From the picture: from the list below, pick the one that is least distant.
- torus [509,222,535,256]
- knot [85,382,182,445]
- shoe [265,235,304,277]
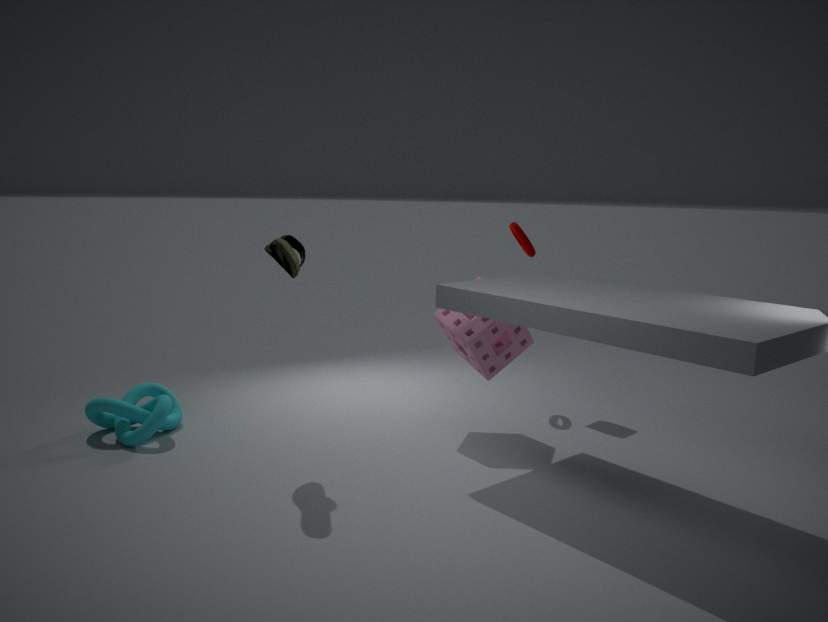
shoe [265,235,304,277]
